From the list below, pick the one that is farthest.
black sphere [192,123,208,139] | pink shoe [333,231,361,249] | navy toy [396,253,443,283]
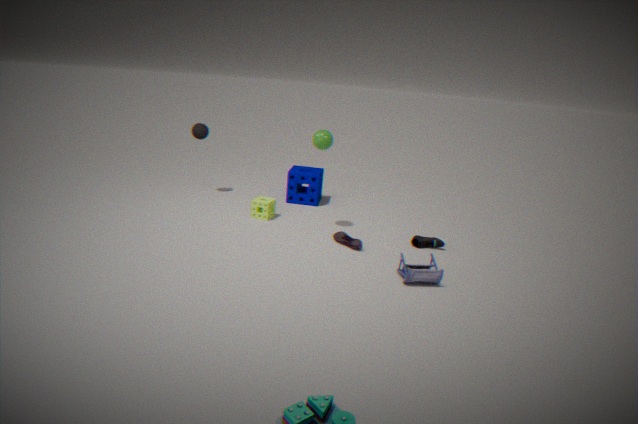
black sphere [192,123,208,139]
